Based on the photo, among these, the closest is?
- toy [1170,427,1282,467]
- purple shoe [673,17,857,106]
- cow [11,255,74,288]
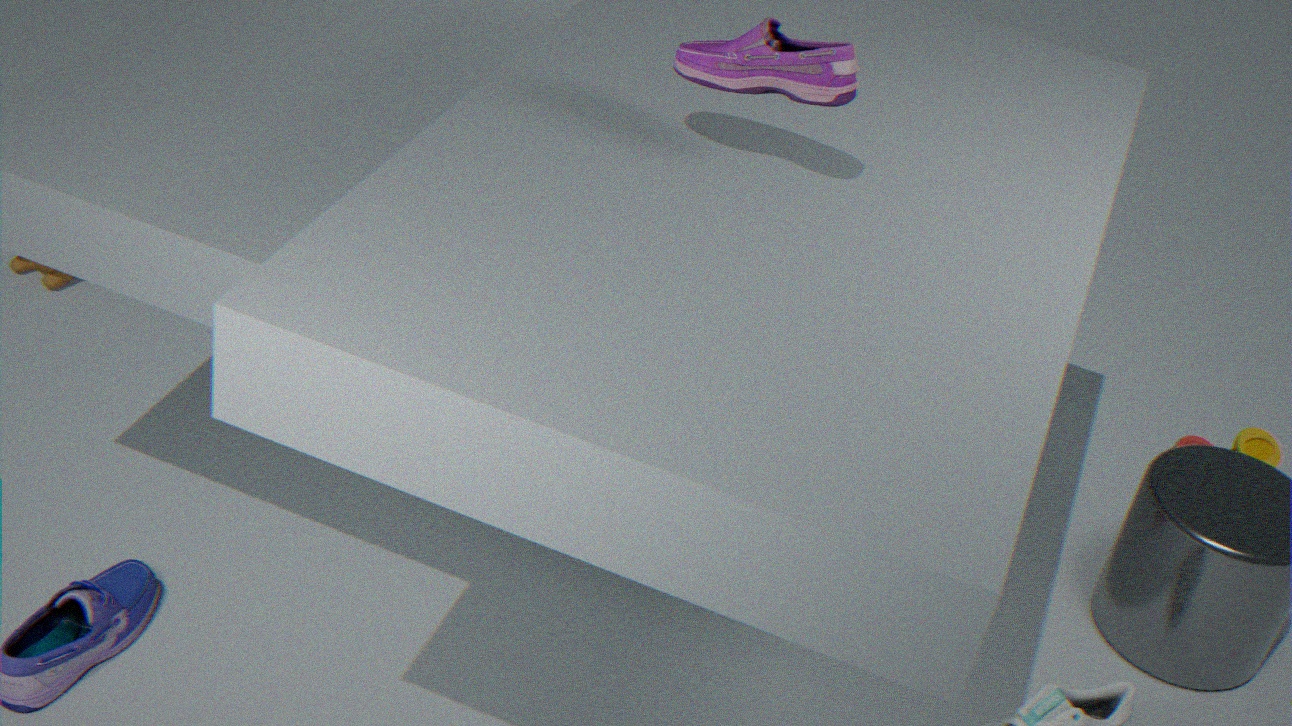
purple shoe [673,17,857,106]
